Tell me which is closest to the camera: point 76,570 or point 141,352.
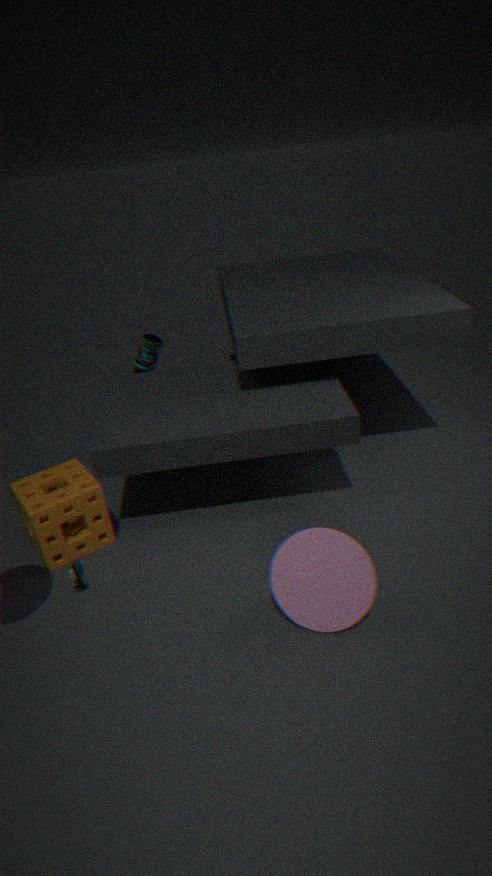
point 76,570
